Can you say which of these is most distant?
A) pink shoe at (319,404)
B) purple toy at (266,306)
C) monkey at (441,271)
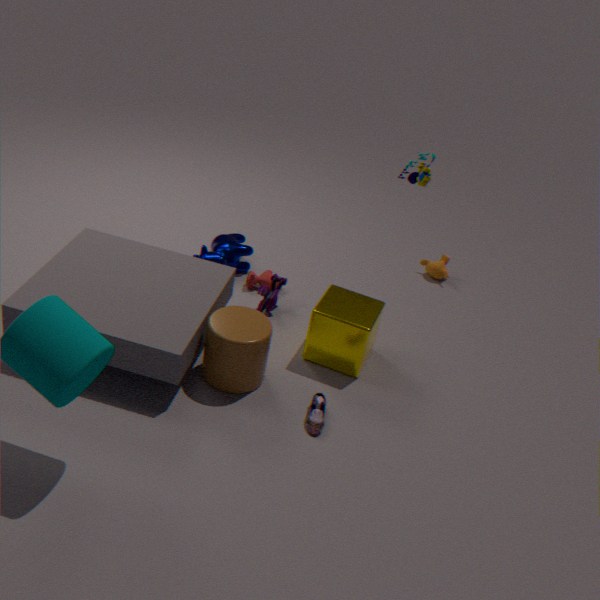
→ monkey at (441,271)
